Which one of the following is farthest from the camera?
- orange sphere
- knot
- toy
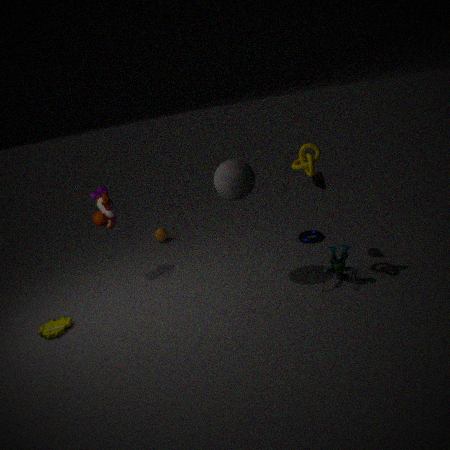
orange sphere
